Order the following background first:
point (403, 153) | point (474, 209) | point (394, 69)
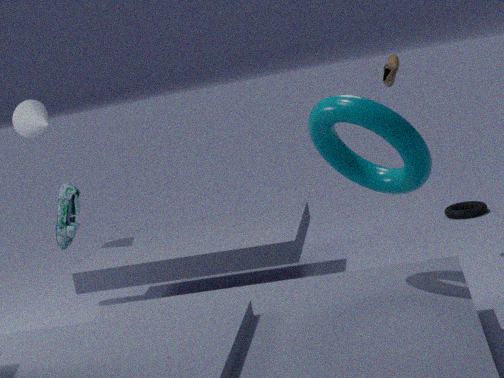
point (474, 209), point (394, 69), point (403, 153)
